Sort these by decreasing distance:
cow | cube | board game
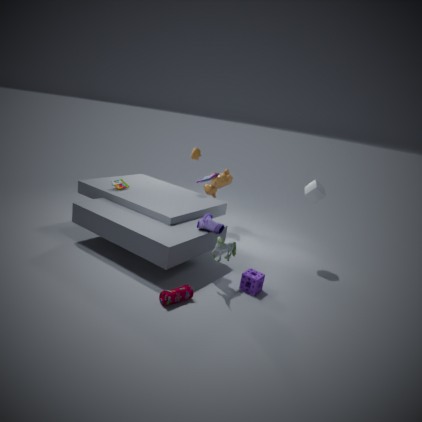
cow → cube → board game
